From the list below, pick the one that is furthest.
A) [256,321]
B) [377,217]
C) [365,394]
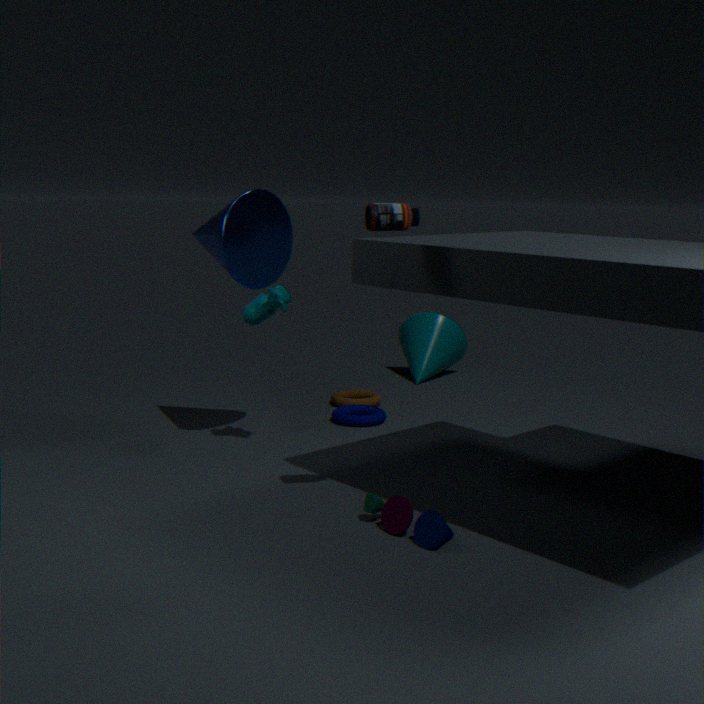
[365,394]
